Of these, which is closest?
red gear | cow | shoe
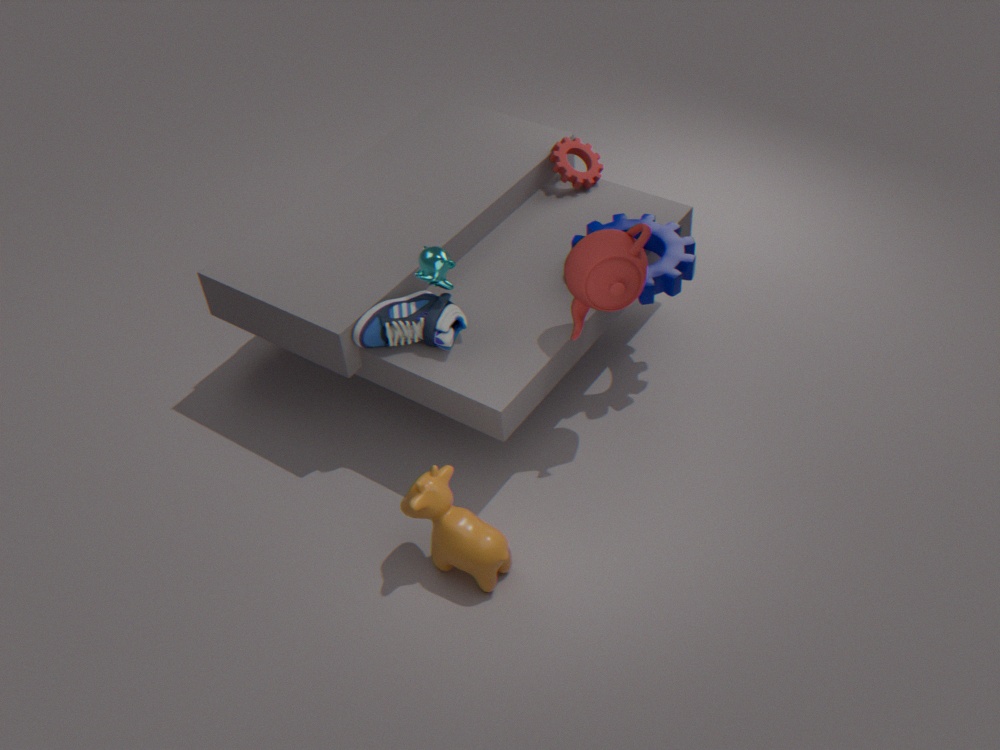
cow
